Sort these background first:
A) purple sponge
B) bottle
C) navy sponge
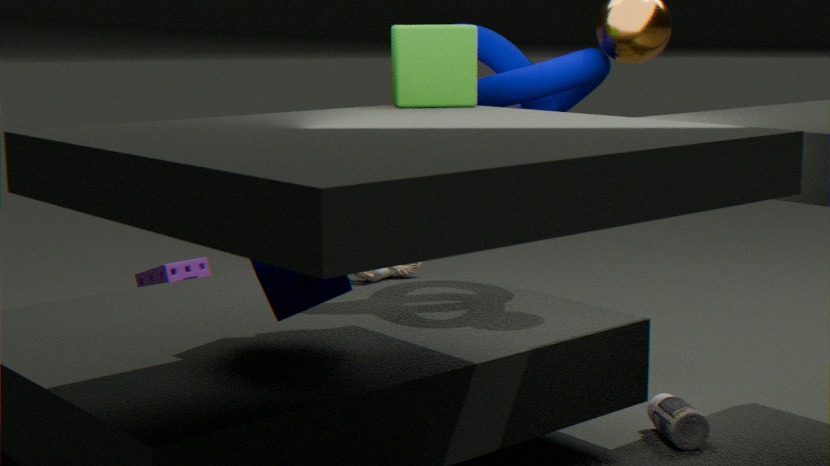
purple sponge
bottle
navy sponge
